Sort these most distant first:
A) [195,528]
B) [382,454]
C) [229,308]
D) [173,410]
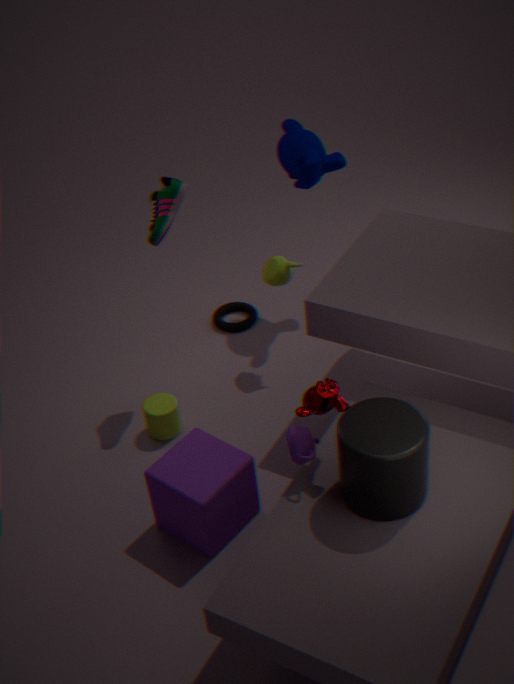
[229,308] < [173,410] < [195,528] < [382,454]
